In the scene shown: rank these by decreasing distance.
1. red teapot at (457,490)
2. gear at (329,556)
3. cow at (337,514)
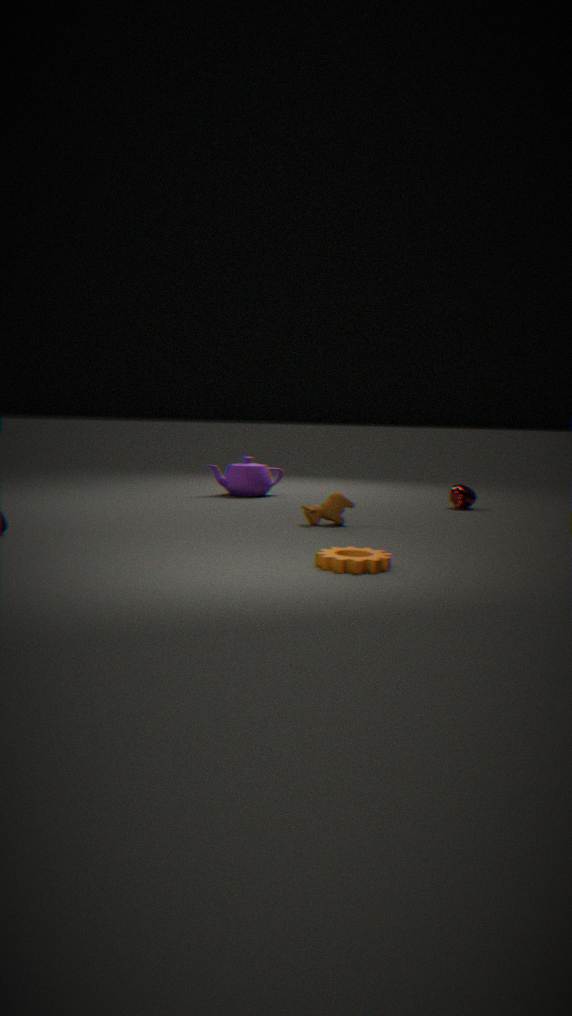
1. red teapot at (457,490)
2. cow at (337,514)
3. gear at (329,556)
